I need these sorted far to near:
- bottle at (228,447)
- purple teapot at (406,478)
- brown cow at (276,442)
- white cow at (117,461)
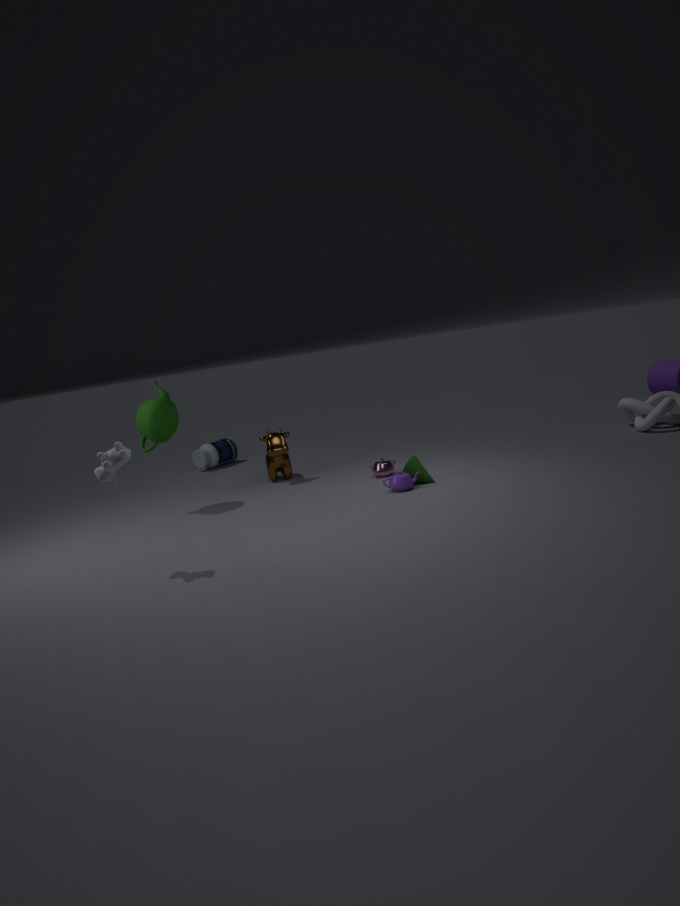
1. bottle at (228,447)
2. brown cow at (276,442)
3. purple teapot at (406,478)
4. white cow at (117,461)
